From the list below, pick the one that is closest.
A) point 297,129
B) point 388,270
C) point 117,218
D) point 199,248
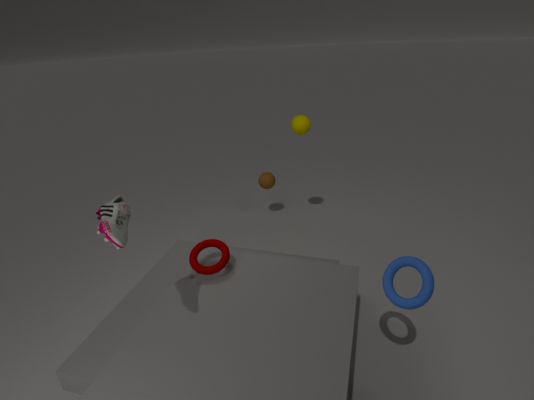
point 117,218
